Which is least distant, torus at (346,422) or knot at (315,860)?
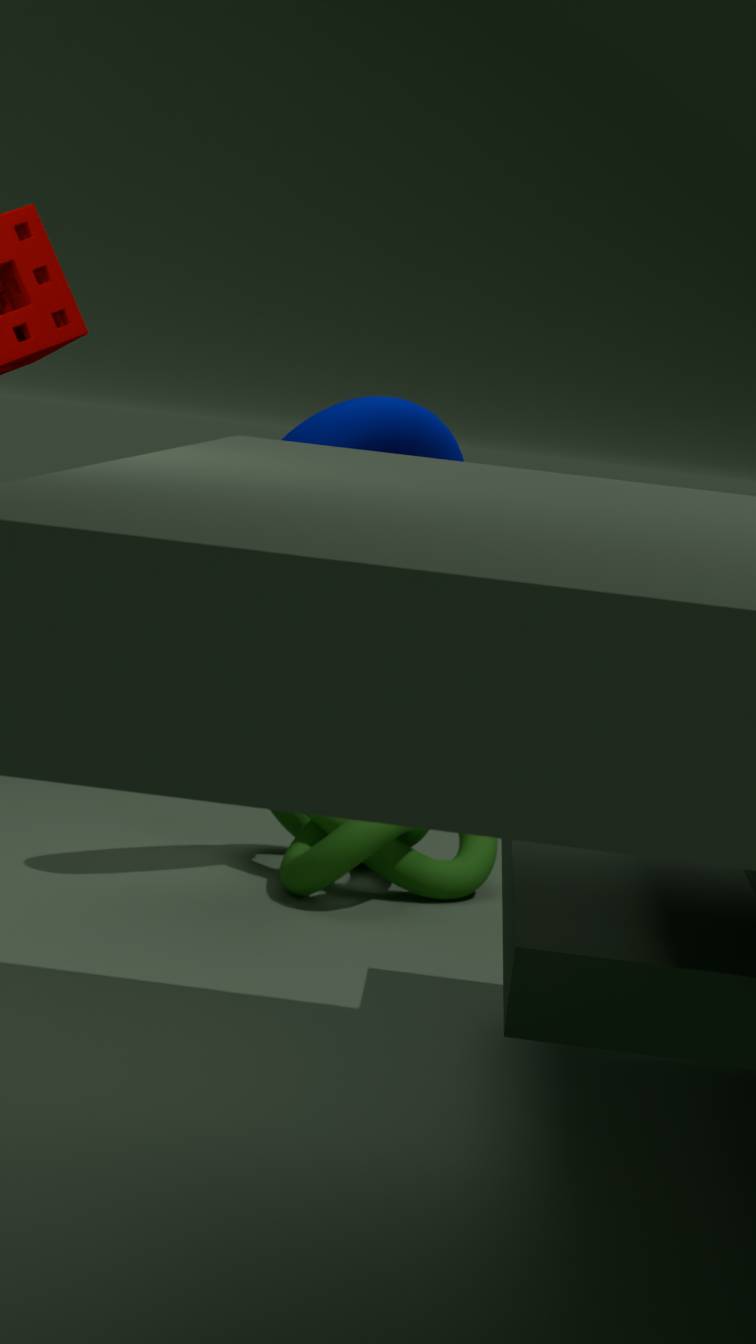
torus at (346,422)
